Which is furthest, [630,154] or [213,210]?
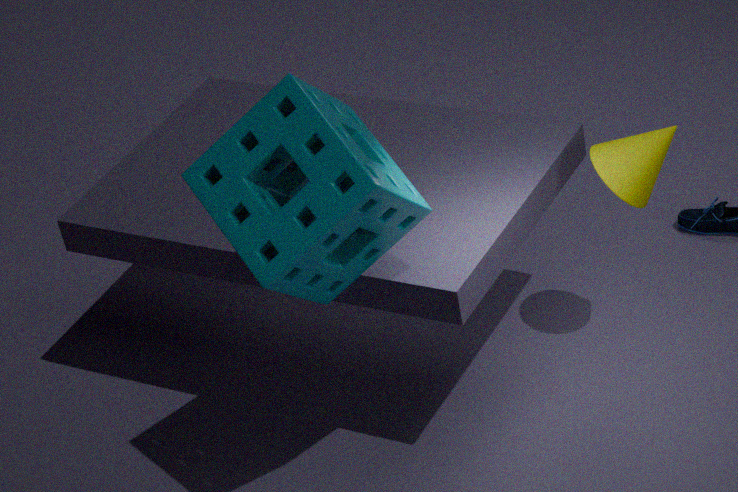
[630,154]
